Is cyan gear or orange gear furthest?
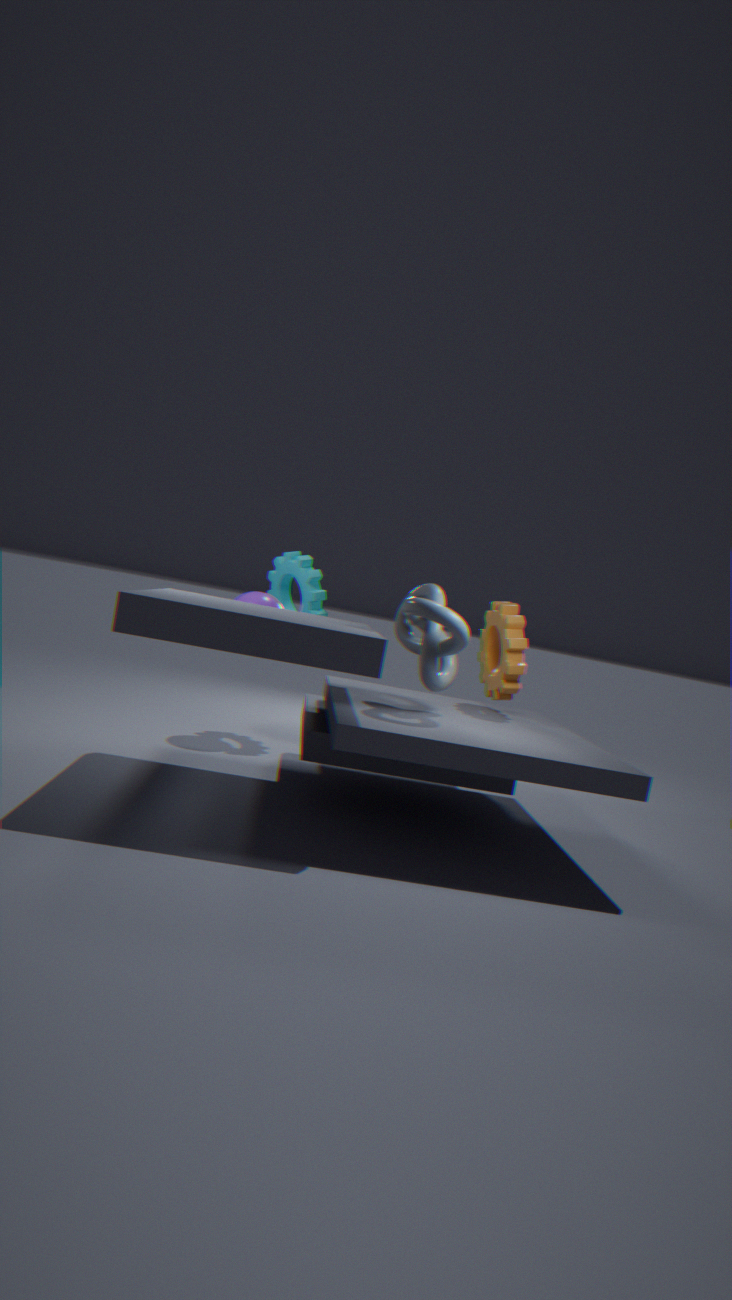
cyan gear
